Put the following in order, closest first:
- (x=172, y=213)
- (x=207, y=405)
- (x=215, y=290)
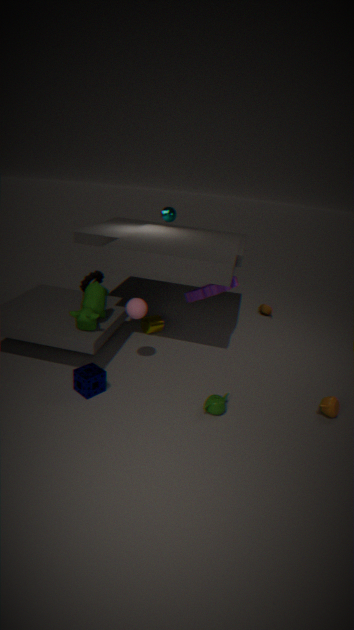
(x=207, y=405) < (x=215, y=290) < (x=172, y=213)
